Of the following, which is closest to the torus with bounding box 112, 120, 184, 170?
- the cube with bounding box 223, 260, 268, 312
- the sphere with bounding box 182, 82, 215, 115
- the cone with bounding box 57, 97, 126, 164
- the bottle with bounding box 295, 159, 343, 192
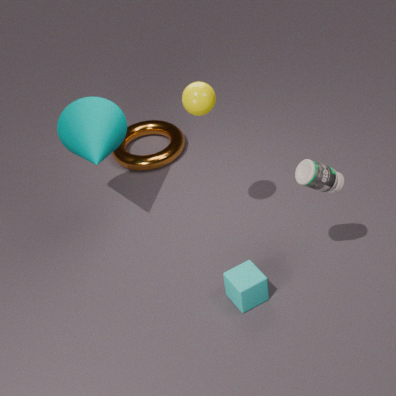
the cone with bounding box 57, 97, 126, 164
